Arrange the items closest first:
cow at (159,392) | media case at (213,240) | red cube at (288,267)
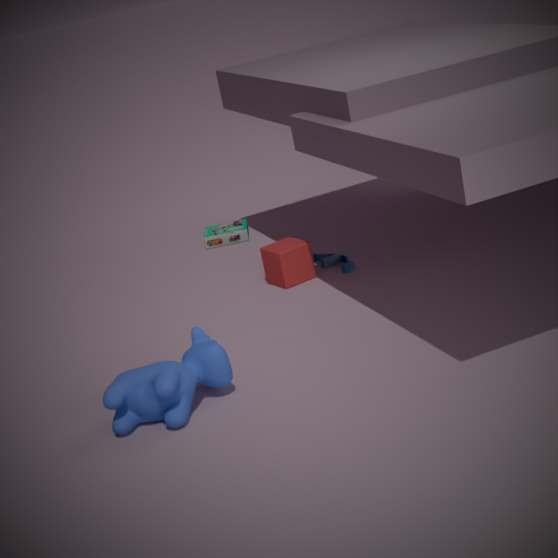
cow at (159,392)
red cube at (288,267)
media case at (213,240)
